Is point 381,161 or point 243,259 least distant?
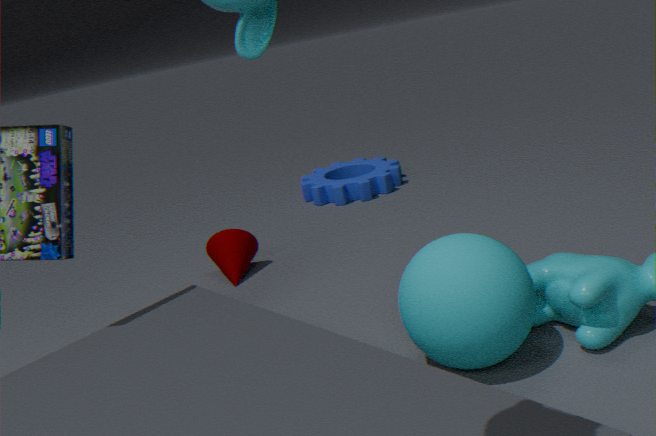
point 243,259
